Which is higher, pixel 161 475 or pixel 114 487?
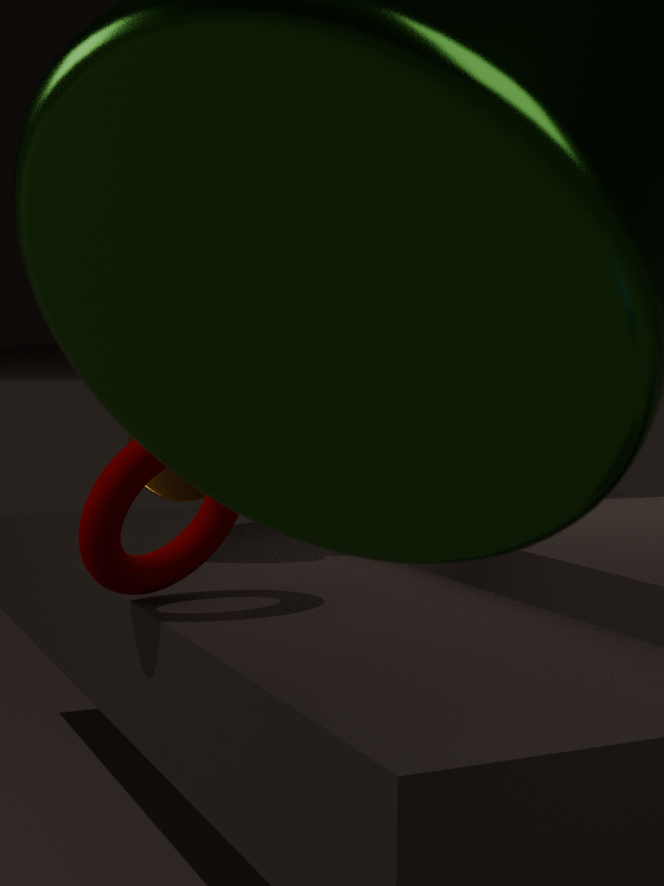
pixel 161 475
